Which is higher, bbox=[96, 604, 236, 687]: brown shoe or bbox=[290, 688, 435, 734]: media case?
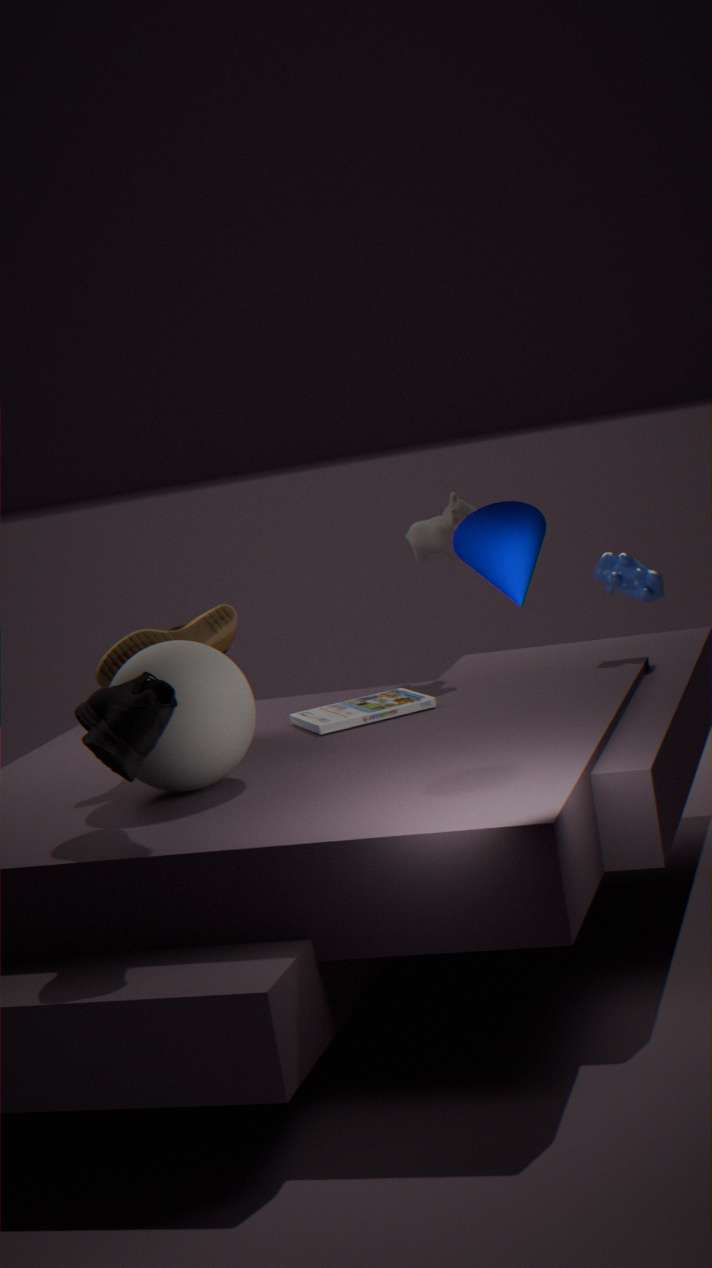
bbox=[96, 604, 236, 687]: brown shoe
